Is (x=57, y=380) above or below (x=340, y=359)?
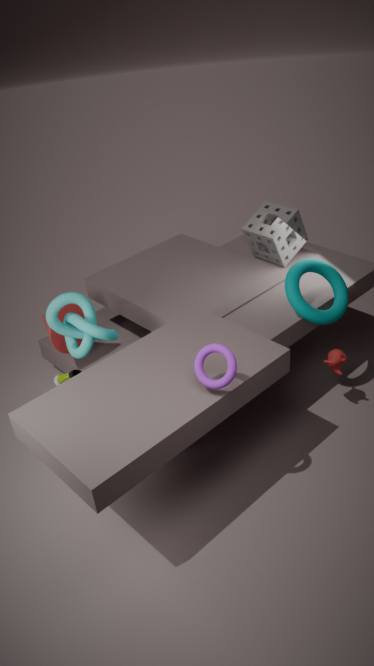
above
